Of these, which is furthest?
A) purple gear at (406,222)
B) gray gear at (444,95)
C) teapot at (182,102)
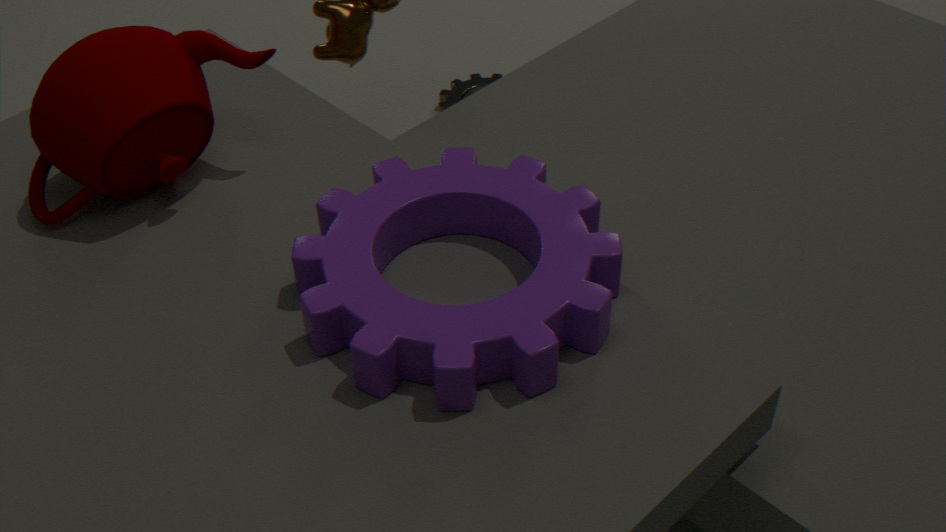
gray gear at (444,95)
